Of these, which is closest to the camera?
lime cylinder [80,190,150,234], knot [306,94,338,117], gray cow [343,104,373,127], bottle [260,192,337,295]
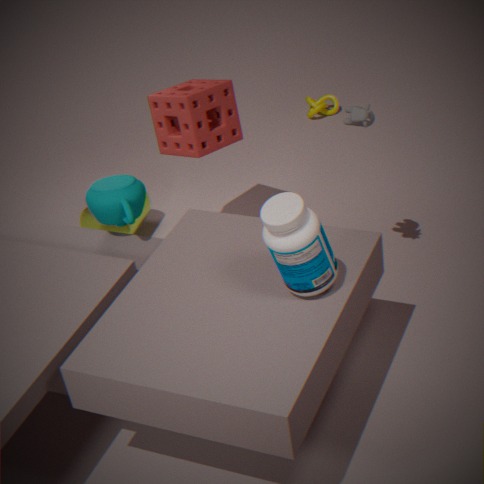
bottle [260,192,337,295]
